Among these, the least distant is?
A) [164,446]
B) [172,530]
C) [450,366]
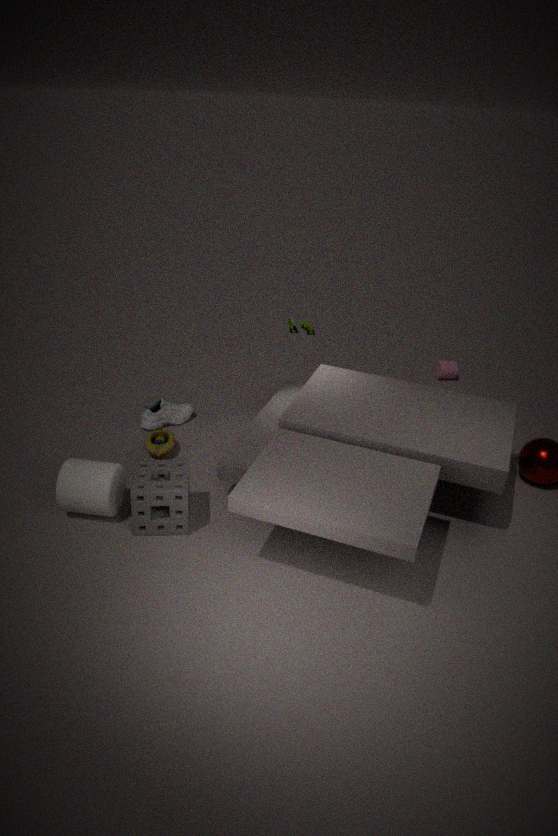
[172,530]
